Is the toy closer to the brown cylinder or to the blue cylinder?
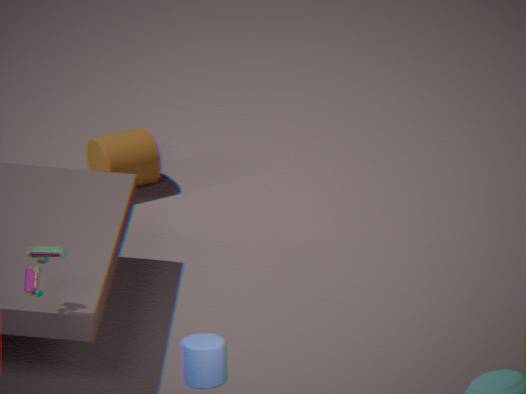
the blue cylinder
